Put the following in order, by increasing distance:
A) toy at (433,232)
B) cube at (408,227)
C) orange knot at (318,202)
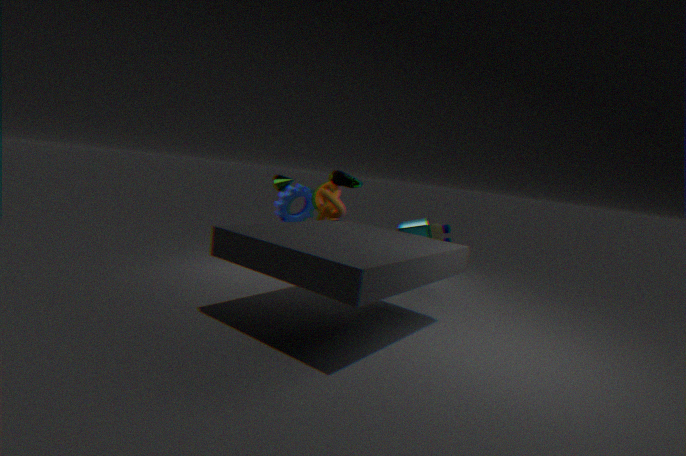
1. orange knot at (318,202)
2. cube at (408,227)
3. toy at (433,232)
